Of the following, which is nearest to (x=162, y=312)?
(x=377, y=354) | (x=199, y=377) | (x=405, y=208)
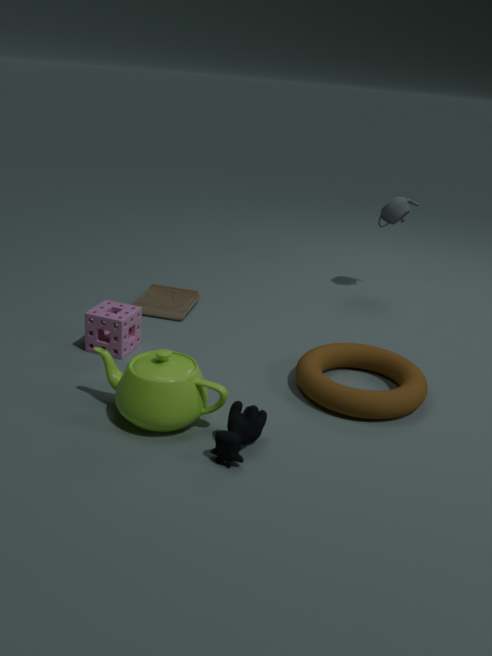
(x=199, y=377)
